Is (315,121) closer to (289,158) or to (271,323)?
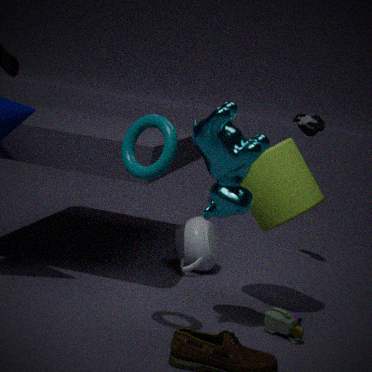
(289,158)
